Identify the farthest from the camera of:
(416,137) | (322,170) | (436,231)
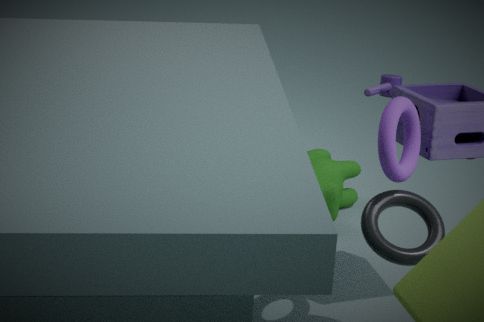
(322,170)
